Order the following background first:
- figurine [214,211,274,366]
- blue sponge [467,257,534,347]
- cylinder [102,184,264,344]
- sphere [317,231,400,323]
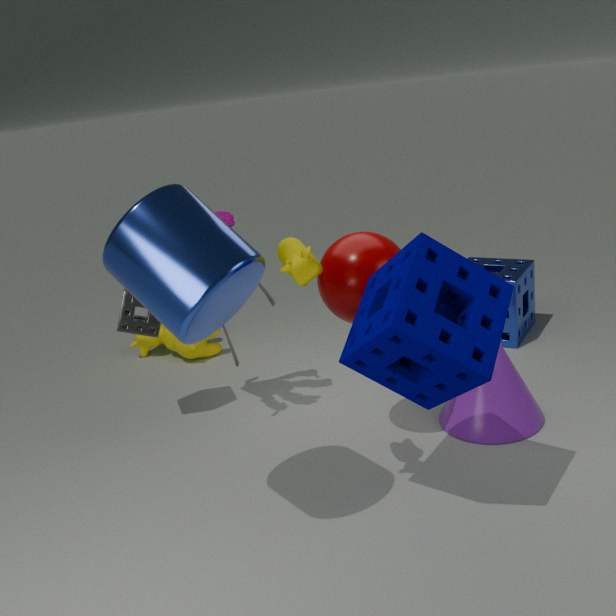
blue sponge [467,257,534,347]
figurine [214,211,274,366]
sphere [317,231,400,323]
cylinder [102,184,264,344]
